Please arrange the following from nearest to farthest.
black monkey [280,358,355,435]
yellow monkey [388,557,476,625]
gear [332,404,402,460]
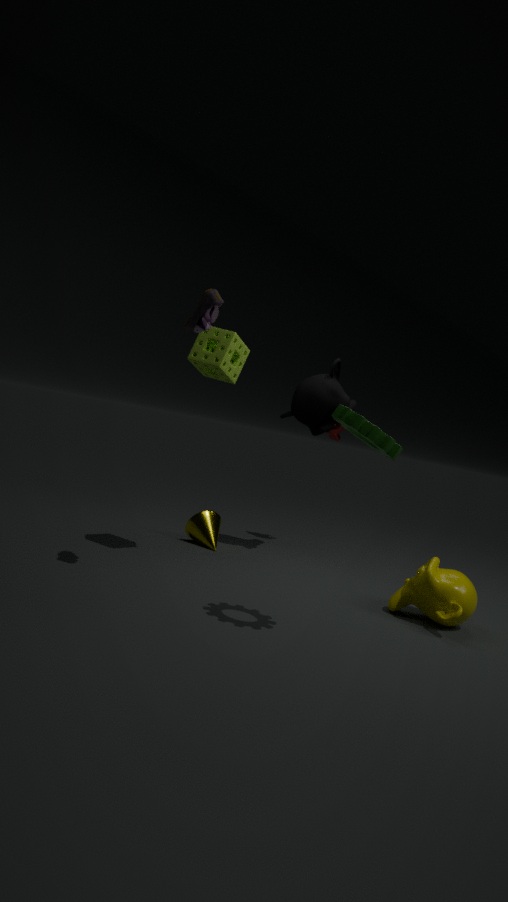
gear [332,404,402,460] → yellow monkey [388,557,476,625] → black monkey [280,358,355,435]
